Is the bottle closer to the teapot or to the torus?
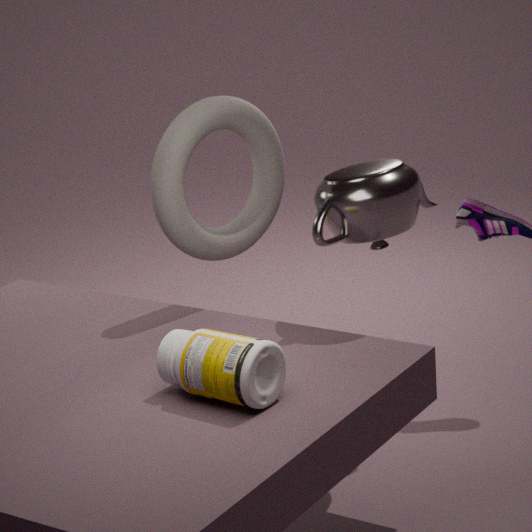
the teapot
